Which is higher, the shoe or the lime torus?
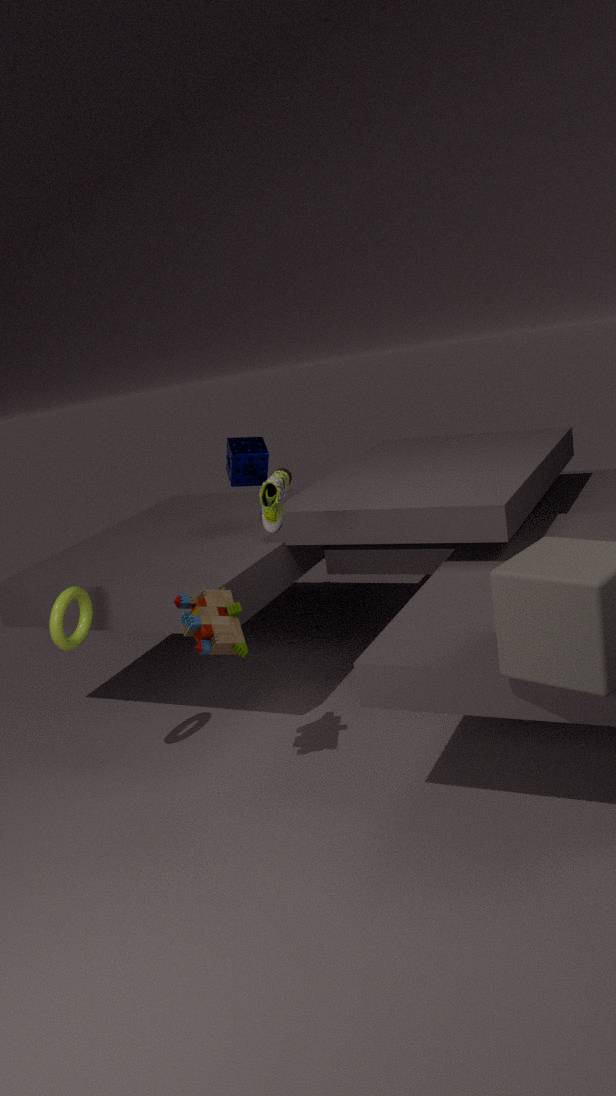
the shoe
